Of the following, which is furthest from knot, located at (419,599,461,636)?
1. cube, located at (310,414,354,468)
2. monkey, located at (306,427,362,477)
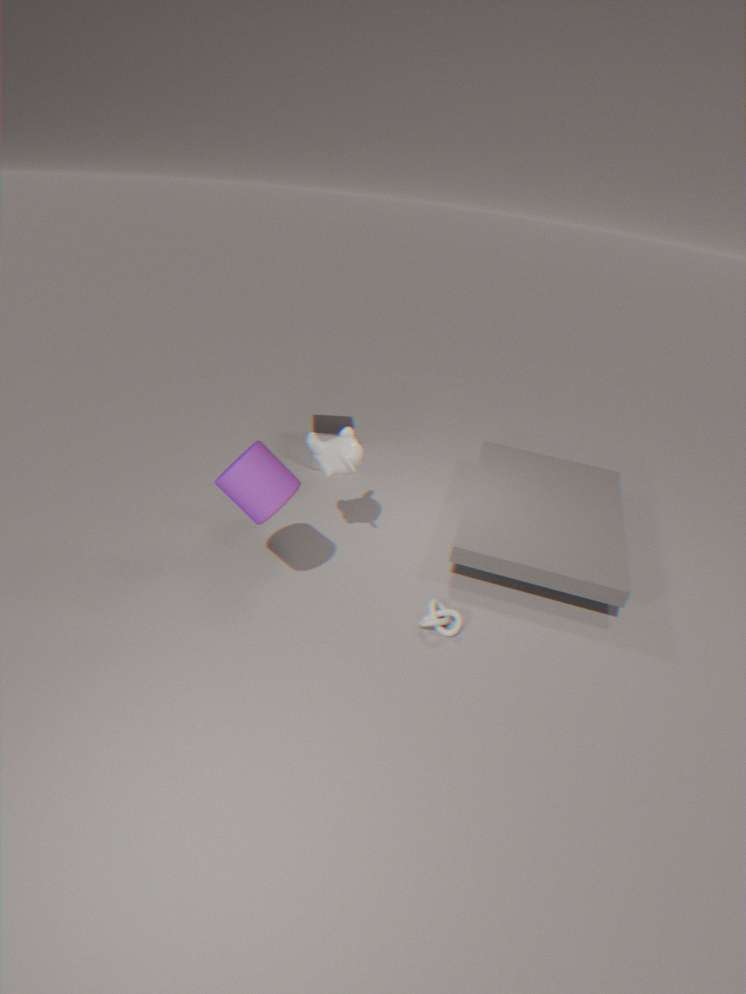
cube, located at (310,414,354,468)
